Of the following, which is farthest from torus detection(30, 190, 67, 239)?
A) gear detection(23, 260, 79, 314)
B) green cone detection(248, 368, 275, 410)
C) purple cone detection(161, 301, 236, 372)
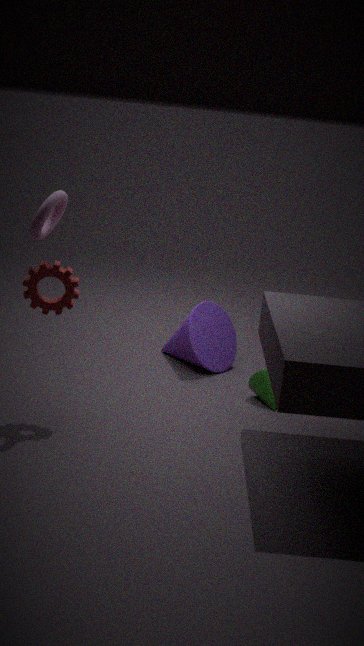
green cone detection(248, 368, 275, 410)
